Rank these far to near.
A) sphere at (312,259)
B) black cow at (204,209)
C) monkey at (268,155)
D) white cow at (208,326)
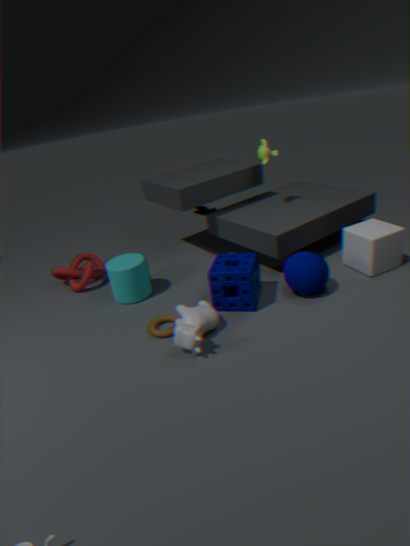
black cow at (204,209) < monkey at (268,155) < sphere at (312,259) < white cow at (208,326)
